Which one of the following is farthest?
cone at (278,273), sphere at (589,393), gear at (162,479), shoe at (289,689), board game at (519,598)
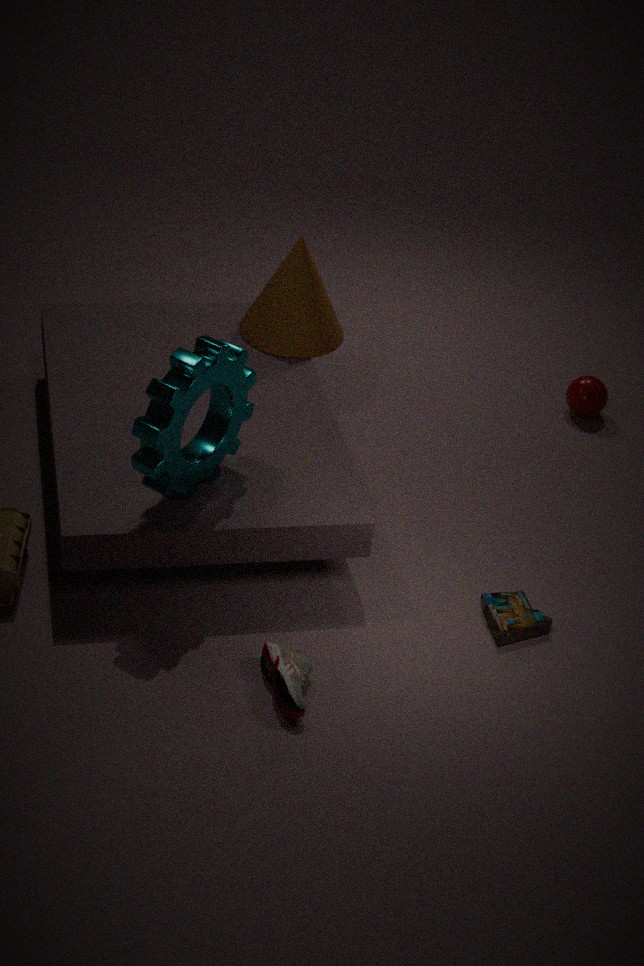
sphere at (589,393)
